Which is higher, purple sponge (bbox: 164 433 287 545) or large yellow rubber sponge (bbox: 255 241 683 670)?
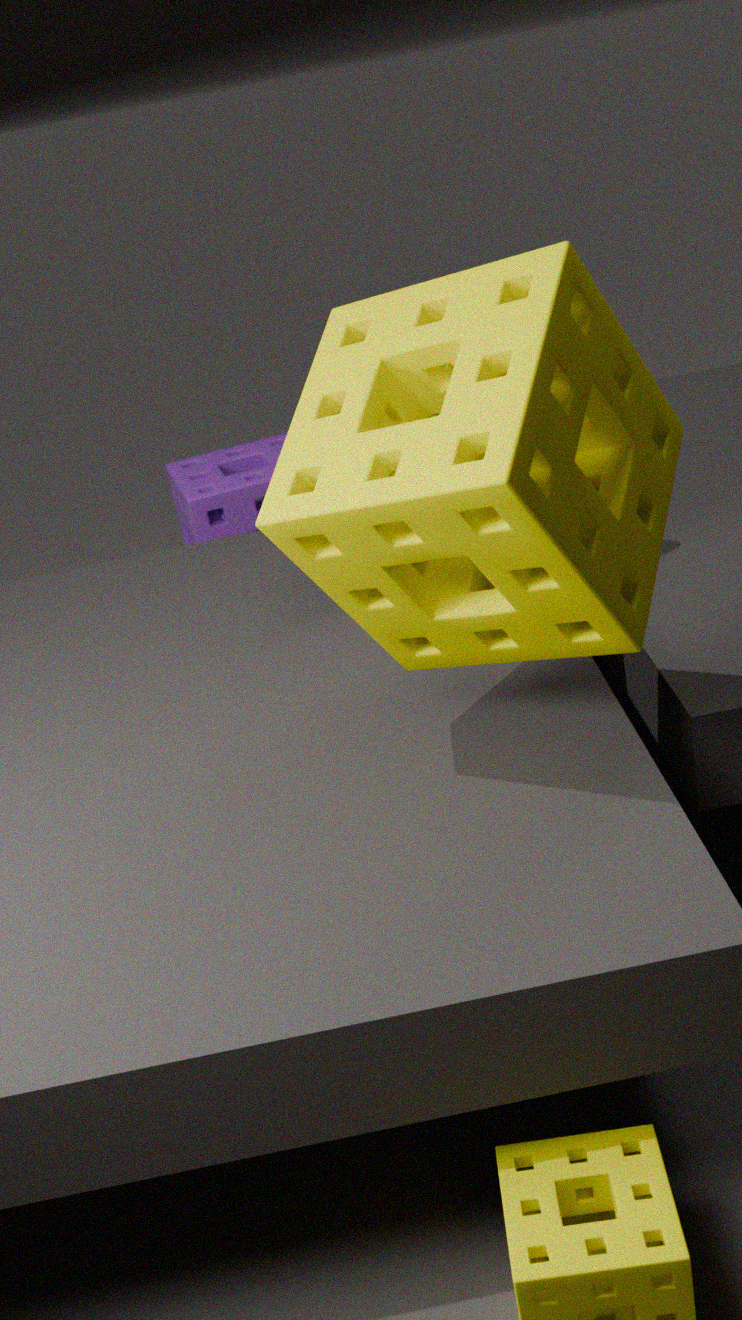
large yellow rubber sponge (bbox: 255 241 683 670)
